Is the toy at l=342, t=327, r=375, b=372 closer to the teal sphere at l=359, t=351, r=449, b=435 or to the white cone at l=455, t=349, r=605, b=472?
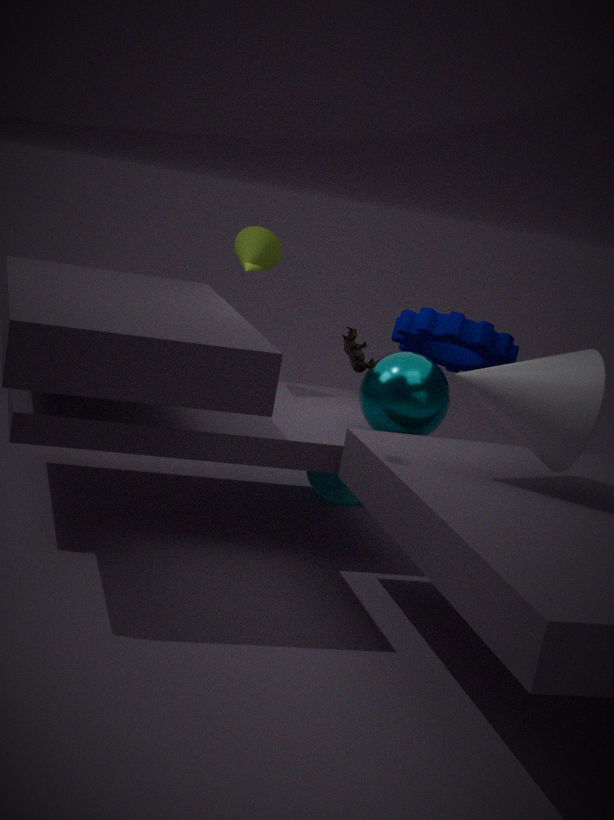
the white cone at l=455, t=349, r=605, b=472
